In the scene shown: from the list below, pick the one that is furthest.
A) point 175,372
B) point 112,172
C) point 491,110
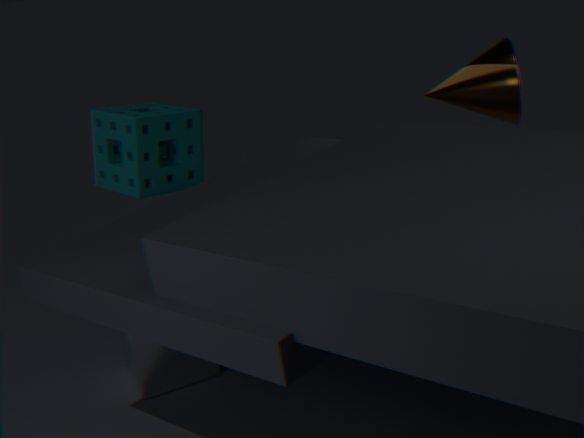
point 491,110
